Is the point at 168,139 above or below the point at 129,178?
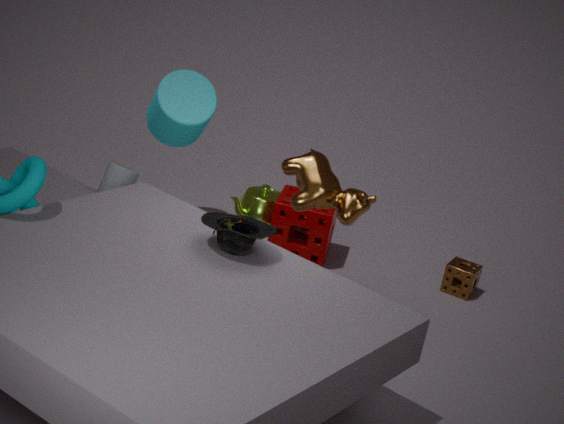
above
